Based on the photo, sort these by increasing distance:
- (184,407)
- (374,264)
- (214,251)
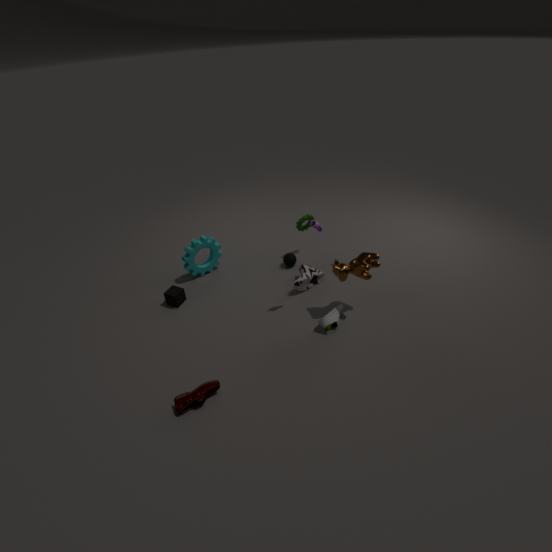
(184,407) → (374,264) → (214,251)
